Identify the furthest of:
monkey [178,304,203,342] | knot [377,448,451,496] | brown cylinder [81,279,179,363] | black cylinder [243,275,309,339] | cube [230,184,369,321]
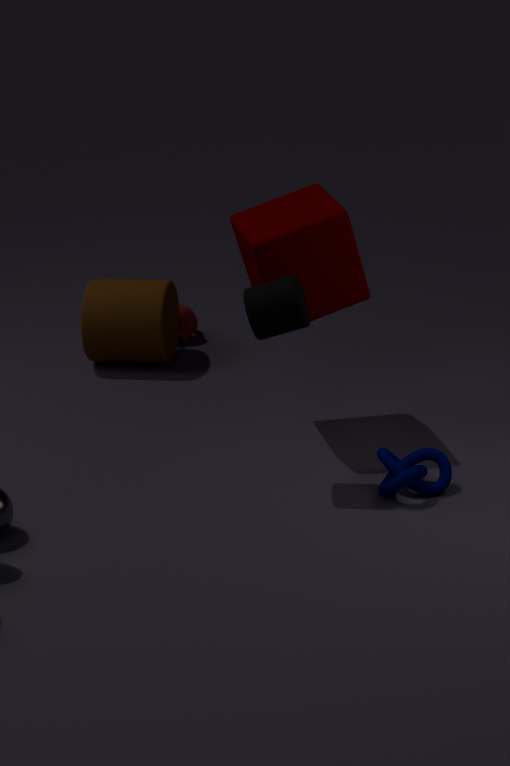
monkey [178,304,203,342]
